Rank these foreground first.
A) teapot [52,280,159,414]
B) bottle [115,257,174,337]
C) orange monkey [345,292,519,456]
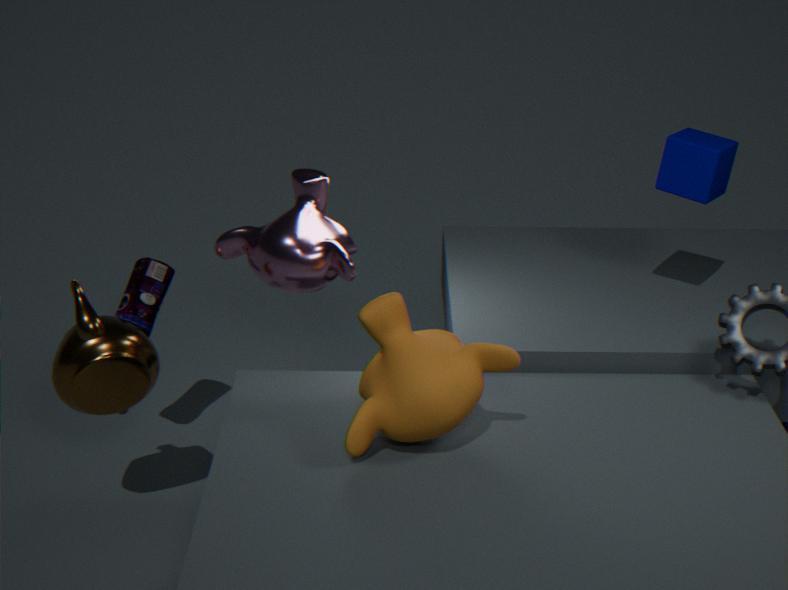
orange monkey [345,292,519,456], teapot [52,280,159,414], bottle [115,257,174,337]
